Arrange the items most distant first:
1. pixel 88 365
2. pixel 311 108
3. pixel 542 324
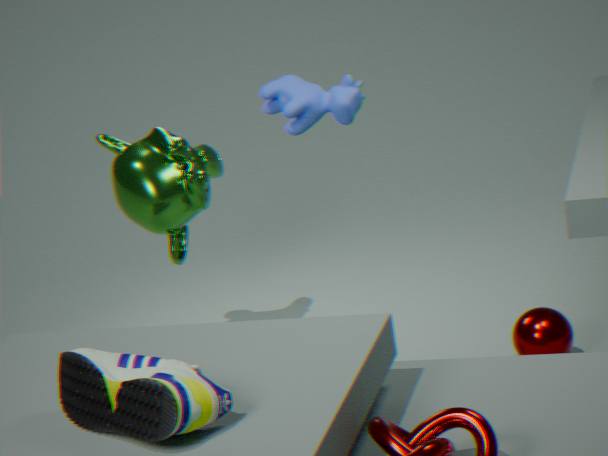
pixel 542 324, pixel 311 108, pixel 88 365
